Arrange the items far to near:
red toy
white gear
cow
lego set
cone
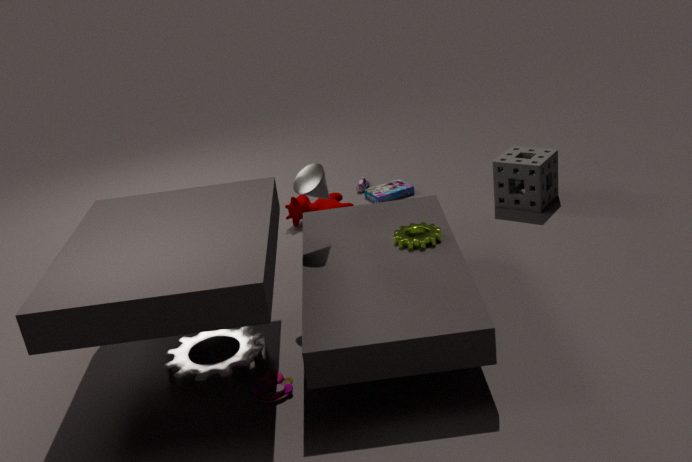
lego set → cow → cone → white gear → red toy
